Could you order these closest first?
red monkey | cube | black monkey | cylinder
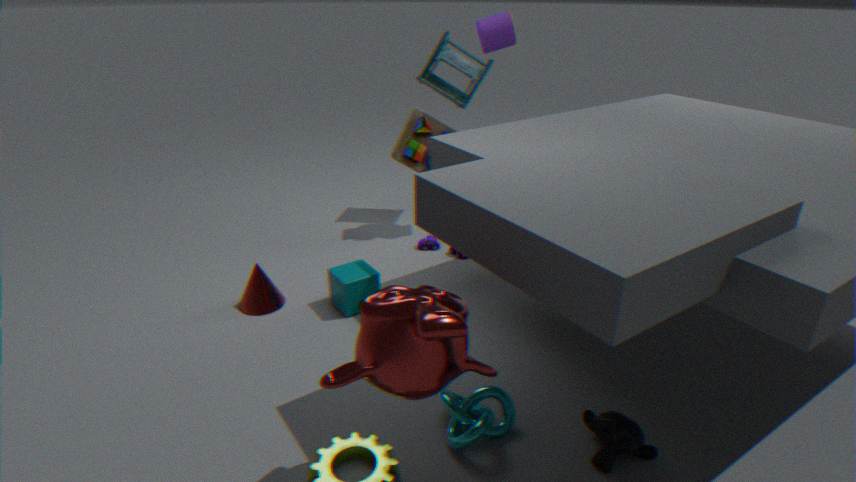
red monkey < black monkey < cube < cylinder
